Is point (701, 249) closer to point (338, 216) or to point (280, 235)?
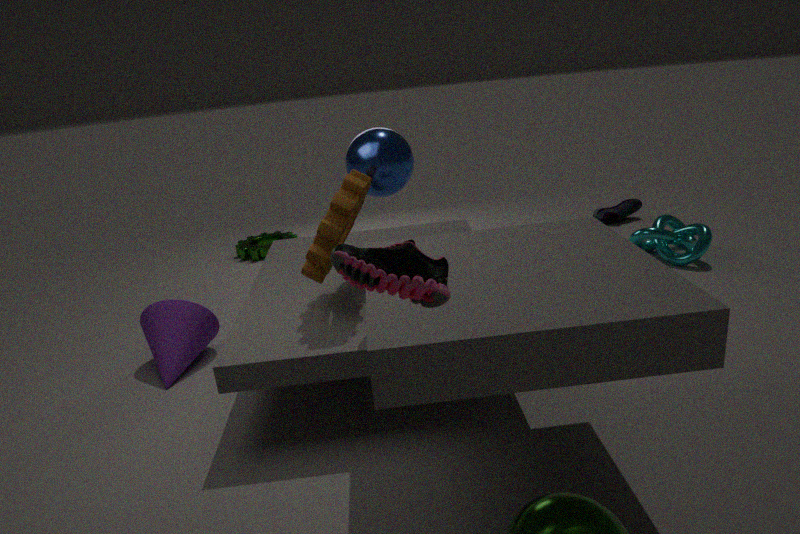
point (338, 216)
